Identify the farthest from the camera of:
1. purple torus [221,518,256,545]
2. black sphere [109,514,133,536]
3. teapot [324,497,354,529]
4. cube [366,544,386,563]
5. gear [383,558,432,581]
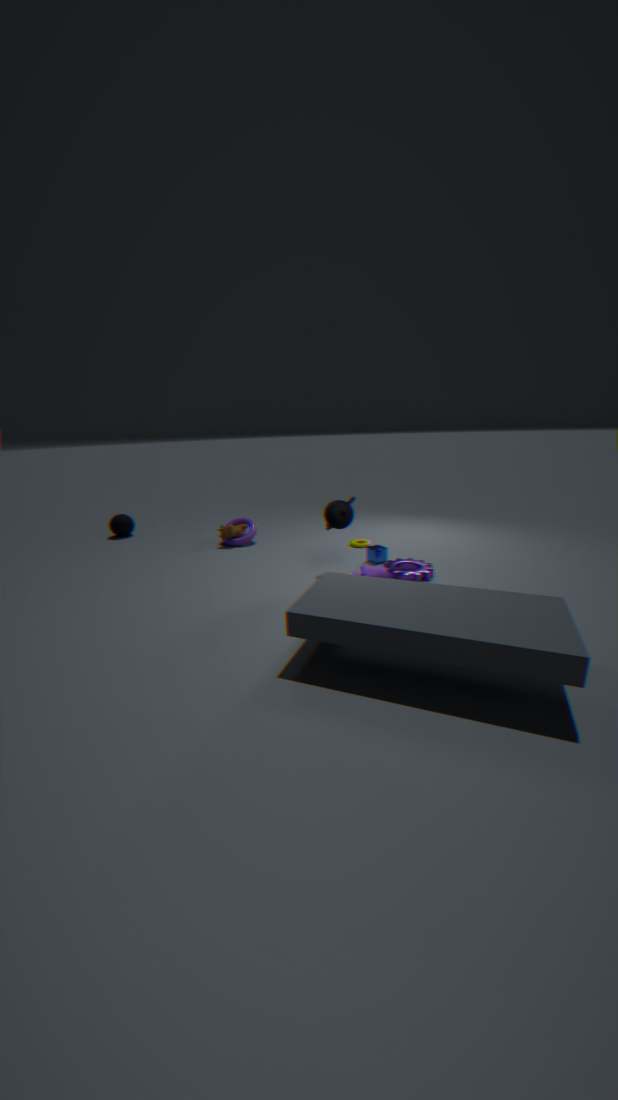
Answer: black sphere [109,514,133,536]
